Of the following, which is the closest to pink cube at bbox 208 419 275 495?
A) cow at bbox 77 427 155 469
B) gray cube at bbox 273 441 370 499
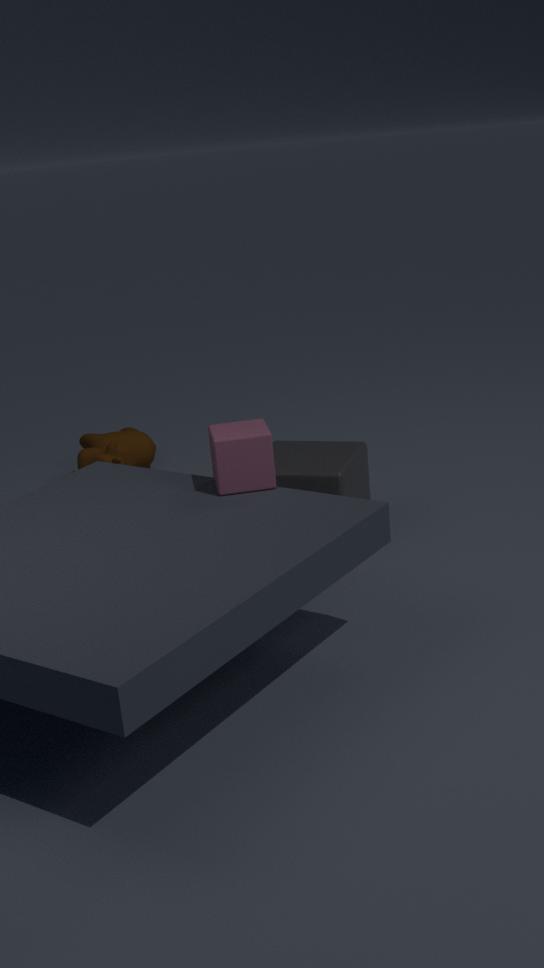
gray cube at bbox 273 441 370 499
